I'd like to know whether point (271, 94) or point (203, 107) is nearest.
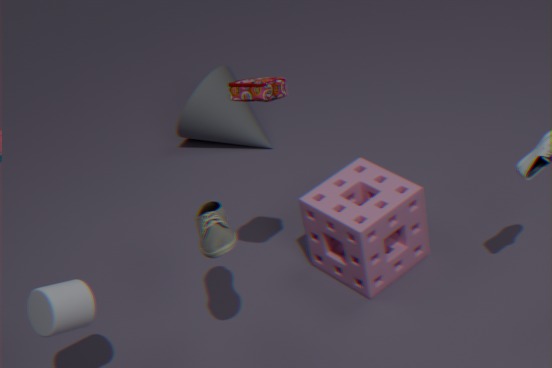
point (271, 94)
